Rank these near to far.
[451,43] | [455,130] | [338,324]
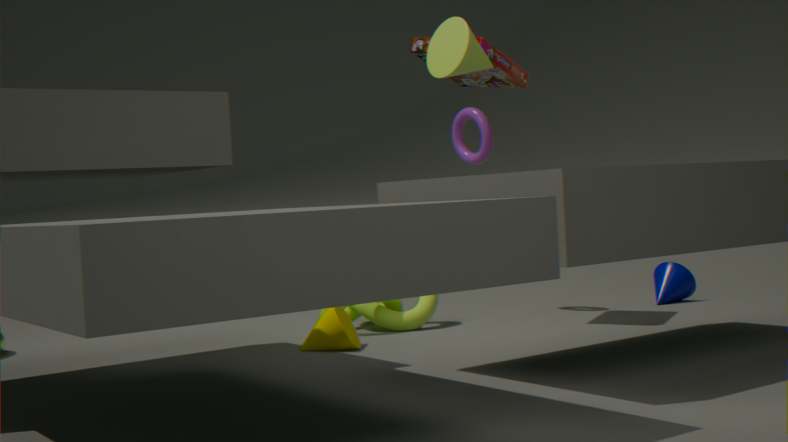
[451,43] < [338,324] < [455,130]
